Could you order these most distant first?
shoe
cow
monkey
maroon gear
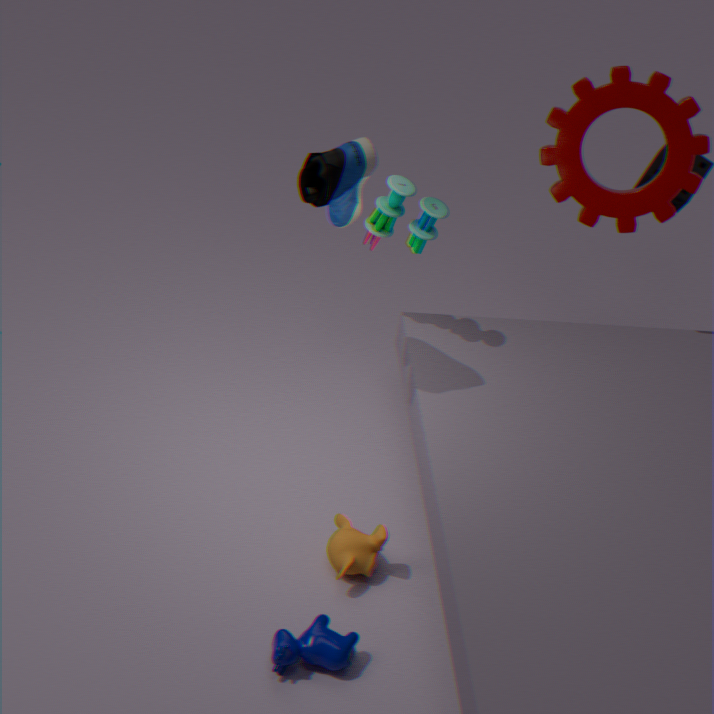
maroon gear
monkey
shoe
cow
